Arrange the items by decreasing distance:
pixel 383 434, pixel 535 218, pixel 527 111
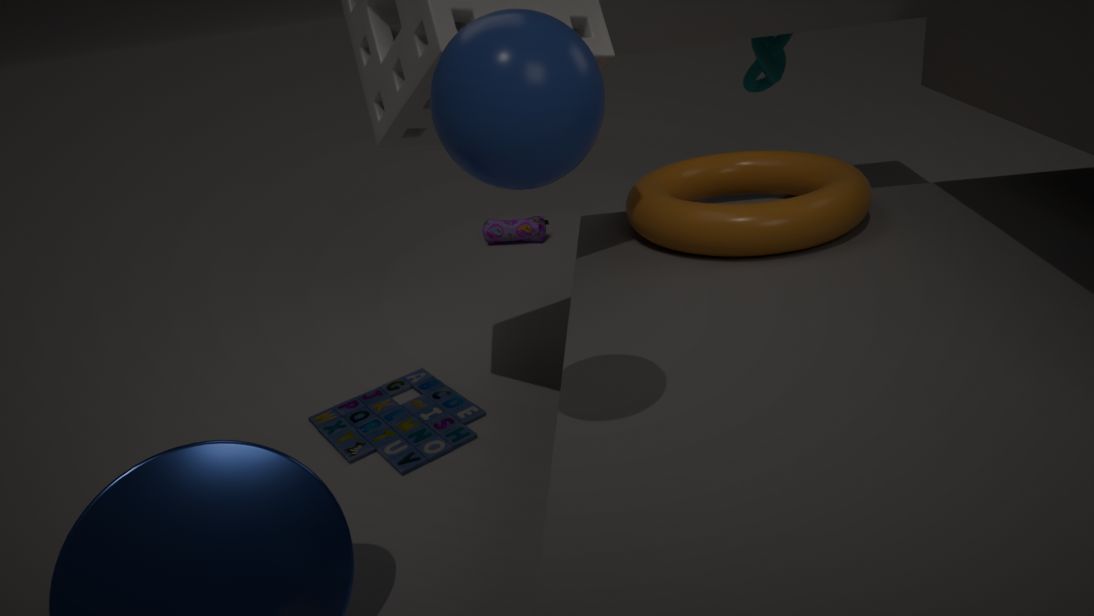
pixel 535 218, pixel 383 434, pixel 527 111
